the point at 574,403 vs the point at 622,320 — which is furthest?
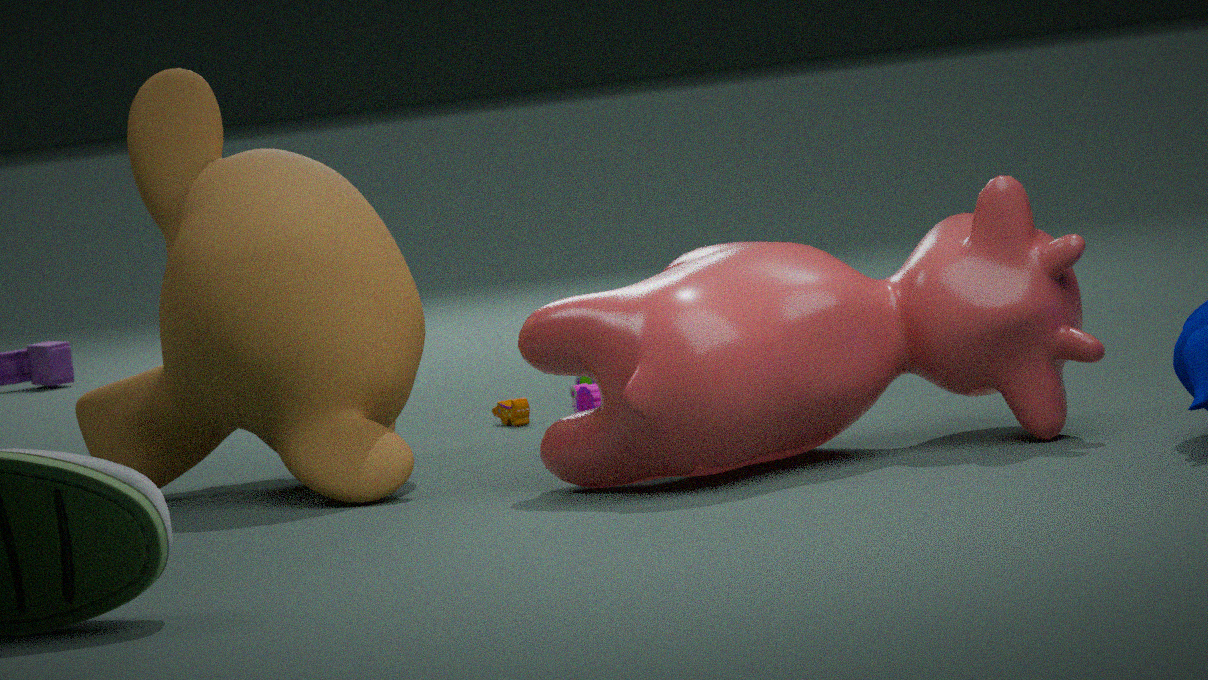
the point at 574,403
